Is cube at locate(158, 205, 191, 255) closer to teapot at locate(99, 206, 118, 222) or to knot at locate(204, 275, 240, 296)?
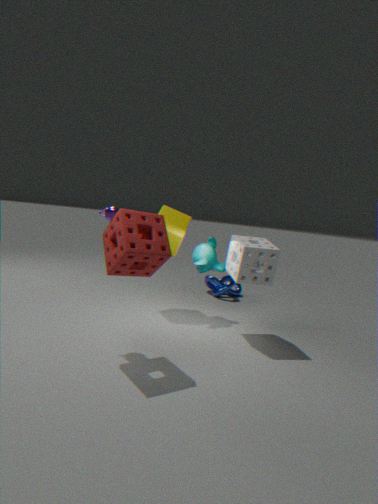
teapot at locate(99, 206, 118, 222)
